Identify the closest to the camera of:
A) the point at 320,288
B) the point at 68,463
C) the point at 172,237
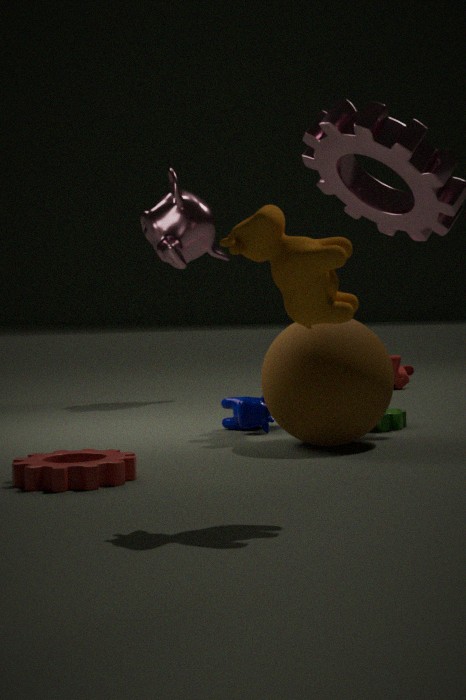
the point at 320,288
